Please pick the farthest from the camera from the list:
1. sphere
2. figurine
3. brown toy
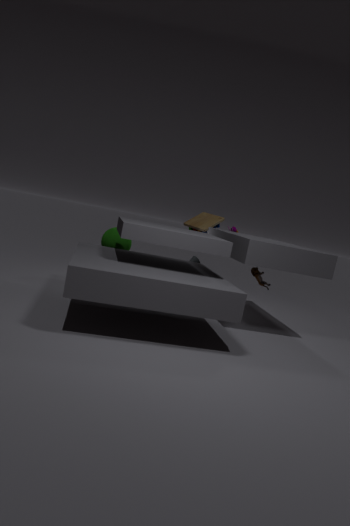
brown toy
